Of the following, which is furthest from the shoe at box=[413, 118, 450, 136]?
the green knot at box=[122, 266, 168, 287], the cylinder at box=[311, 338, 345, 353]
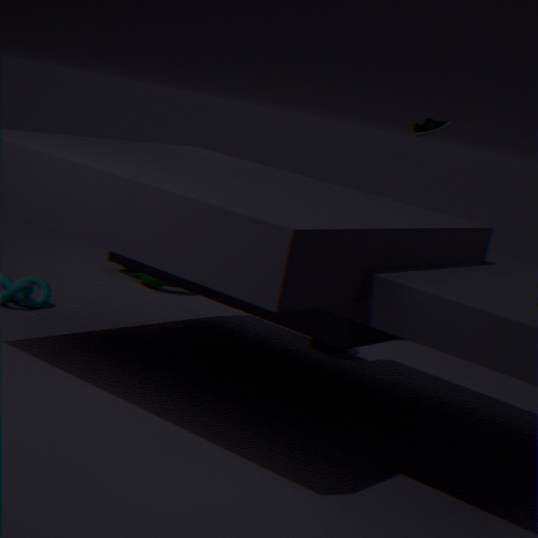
the green knot at box=[122, 266, 168, 287]
